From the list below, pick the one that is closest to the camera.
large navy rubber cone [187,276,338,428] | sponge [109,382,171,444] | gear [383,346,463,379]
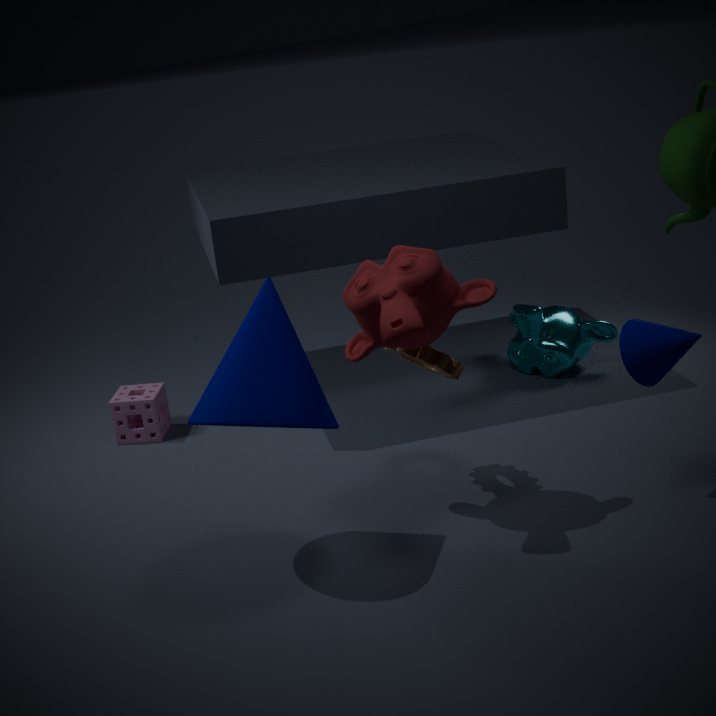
large navy rubber cone [187,276,338,428]
